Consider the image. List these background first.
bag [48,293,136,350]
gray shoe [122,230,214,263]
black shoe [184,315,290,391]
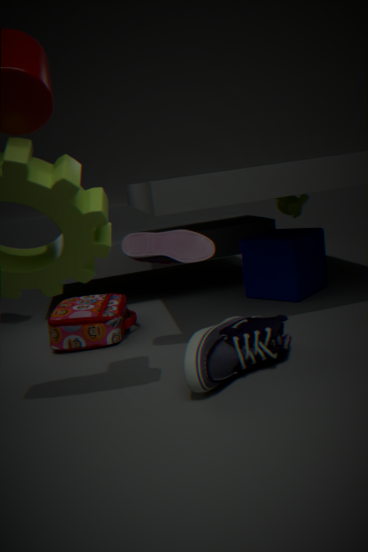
bag [48,293,136,350] → gray shoe [122,230,214,263] → black shoe [184,315,290,391]
